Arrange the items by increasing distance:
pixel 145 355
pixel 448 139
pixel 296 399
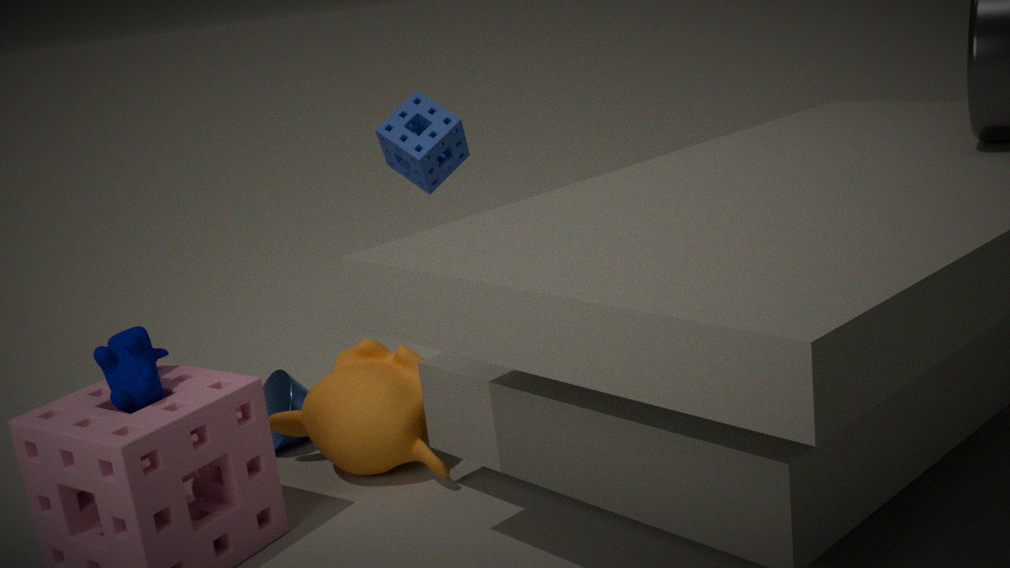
pixel 145 355, pixel 296 399, pixel 448 139
